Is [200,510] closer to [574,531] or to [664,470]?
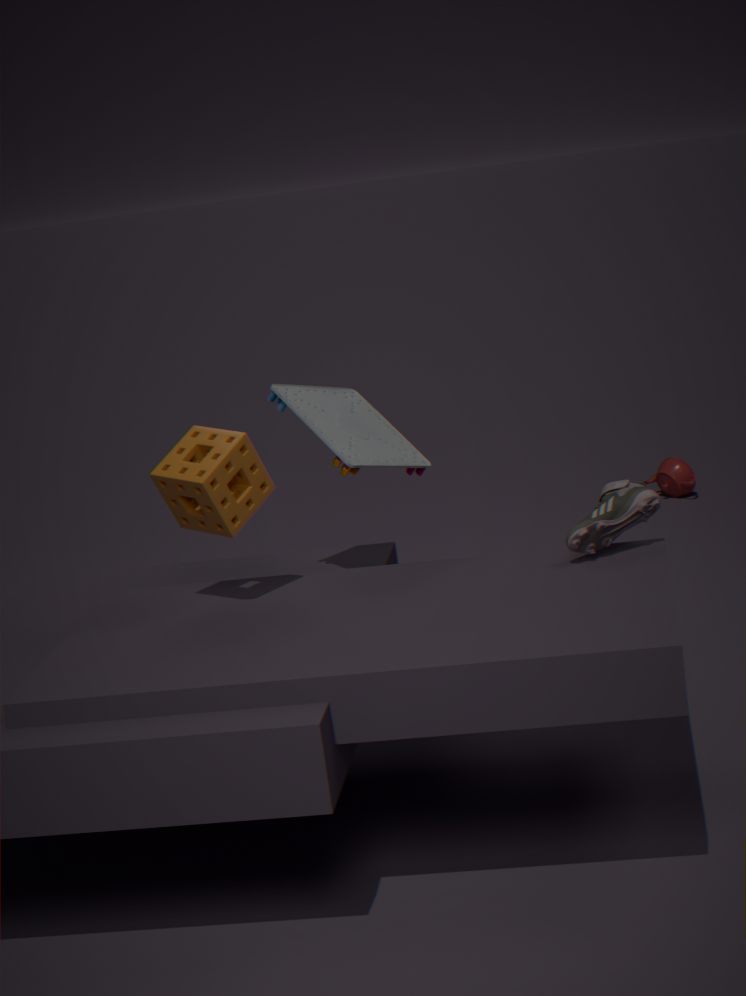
[574,531]
